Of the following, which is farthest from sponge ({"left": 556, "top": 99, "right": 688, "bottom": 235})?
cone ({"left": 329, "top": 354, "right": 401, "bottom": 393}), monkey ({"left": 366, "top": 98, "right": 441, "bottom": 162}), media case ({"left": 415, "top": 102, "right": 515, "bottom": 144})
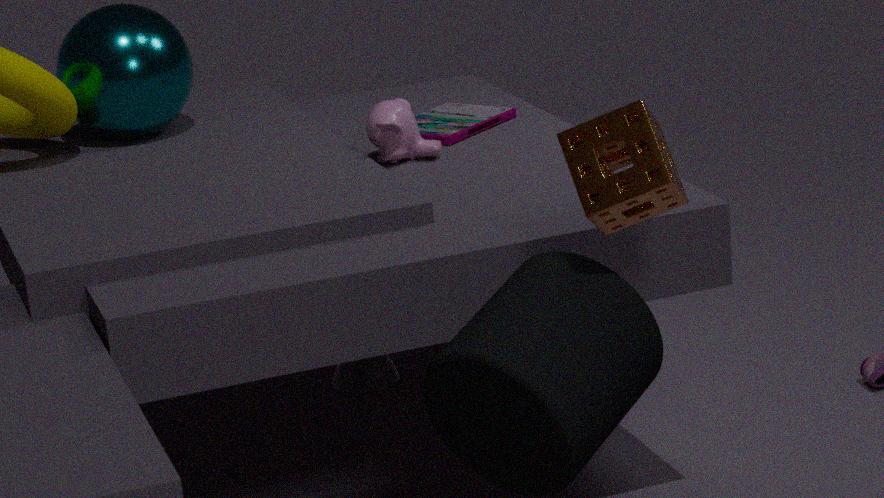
cone ({"left": 329, "top": 354, "right": 401, "bottom": 393})
